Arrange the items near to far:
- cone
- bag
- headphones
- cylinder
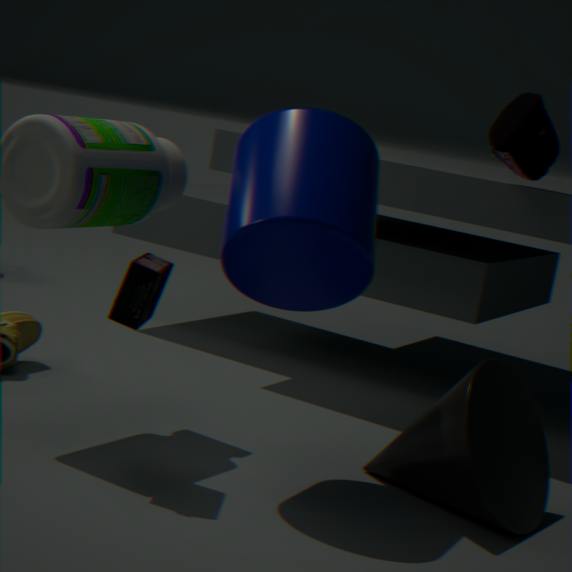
cylinder, headphones, cone, bag
